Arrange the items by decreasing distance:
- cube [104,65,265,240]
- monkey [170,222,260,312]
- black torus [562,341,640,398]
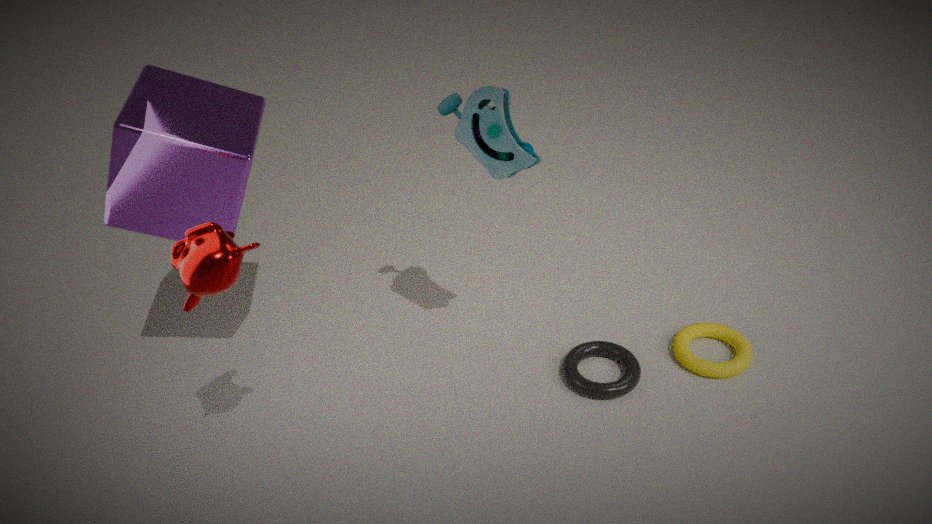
black torus [562,341,640,398] → cube [104,65,265,240] → monkey [170,222,260,312]
